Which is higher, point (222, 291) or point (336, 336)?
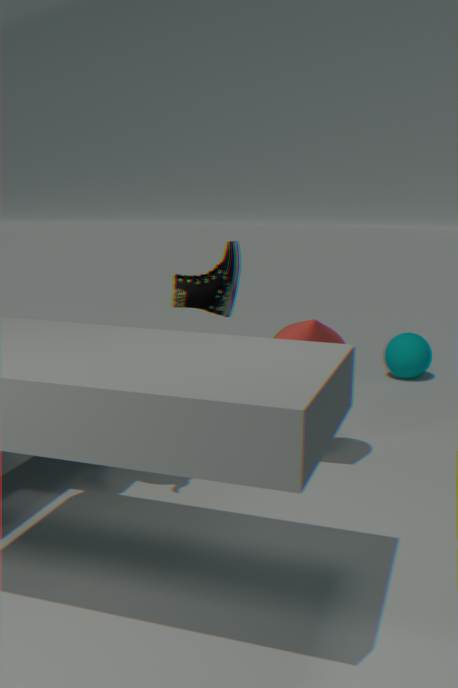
point (222, 291)
